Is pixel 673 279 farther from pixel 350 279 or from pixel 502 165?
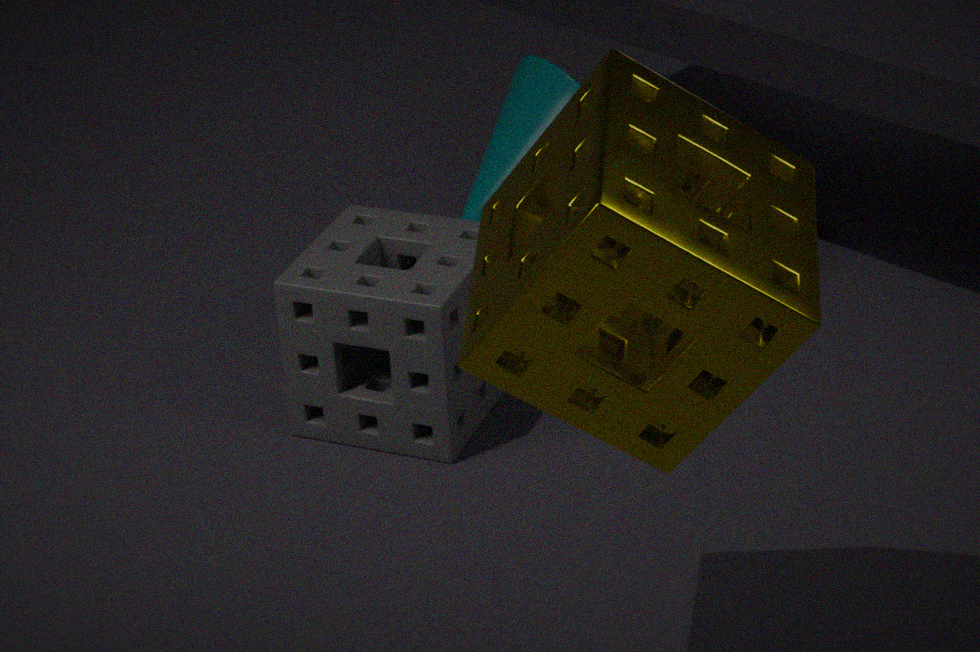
pixel 502 165
